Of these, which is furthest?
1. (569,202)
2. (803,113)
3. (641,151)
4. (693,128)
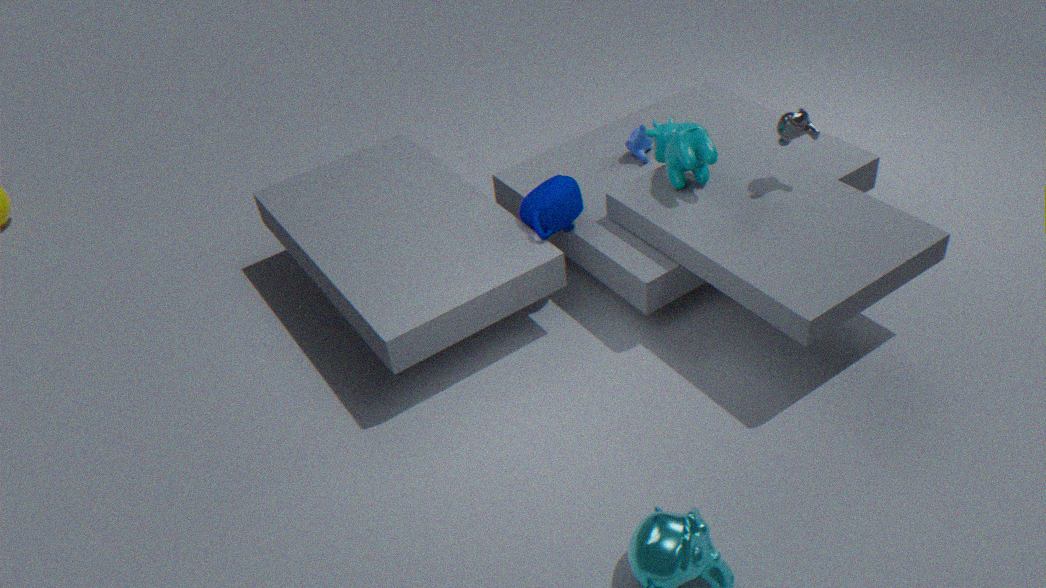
(641,151)
